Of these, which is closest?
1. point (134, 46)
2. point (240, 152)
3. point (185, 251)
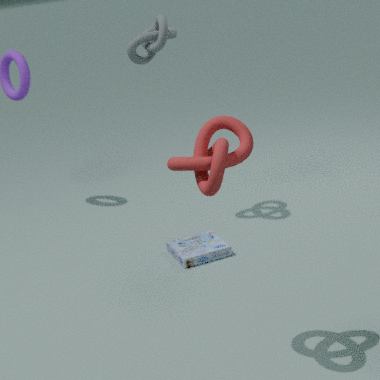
point (240, 152)
